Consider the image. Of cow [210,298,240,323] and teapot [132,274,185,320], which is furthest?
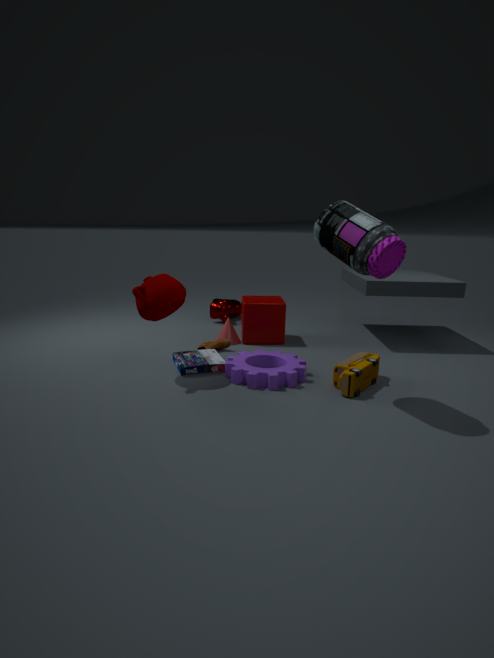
cow [210,298,240,323]
